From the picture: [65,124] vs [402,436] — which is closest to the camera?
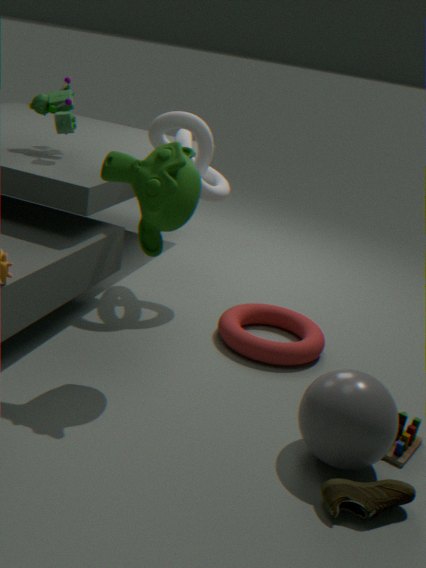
[402,436]
